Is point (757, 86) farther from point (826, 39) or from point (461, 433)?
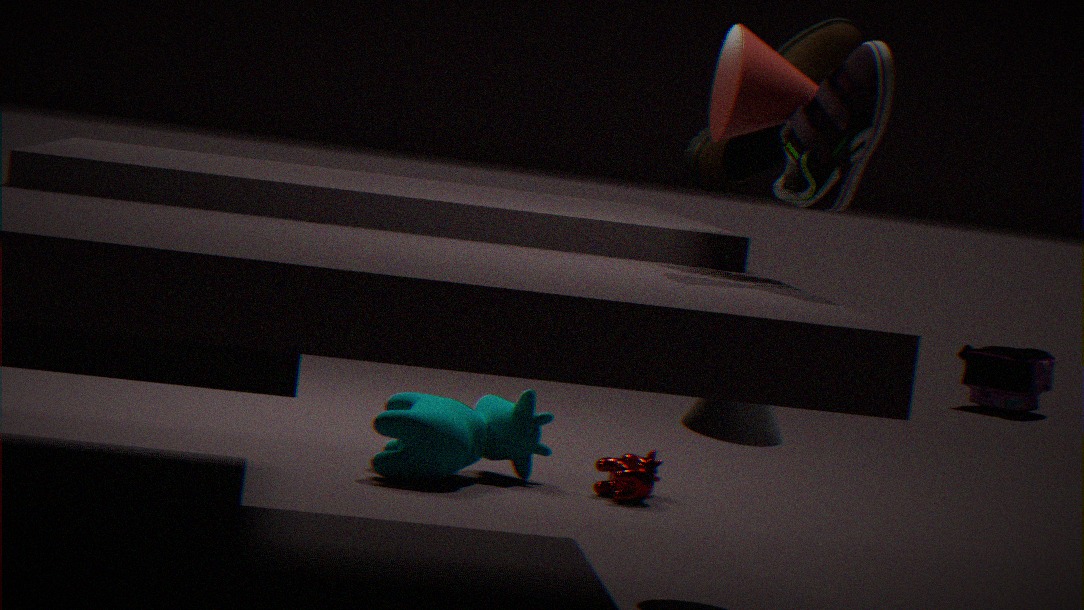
point (461, 433)
